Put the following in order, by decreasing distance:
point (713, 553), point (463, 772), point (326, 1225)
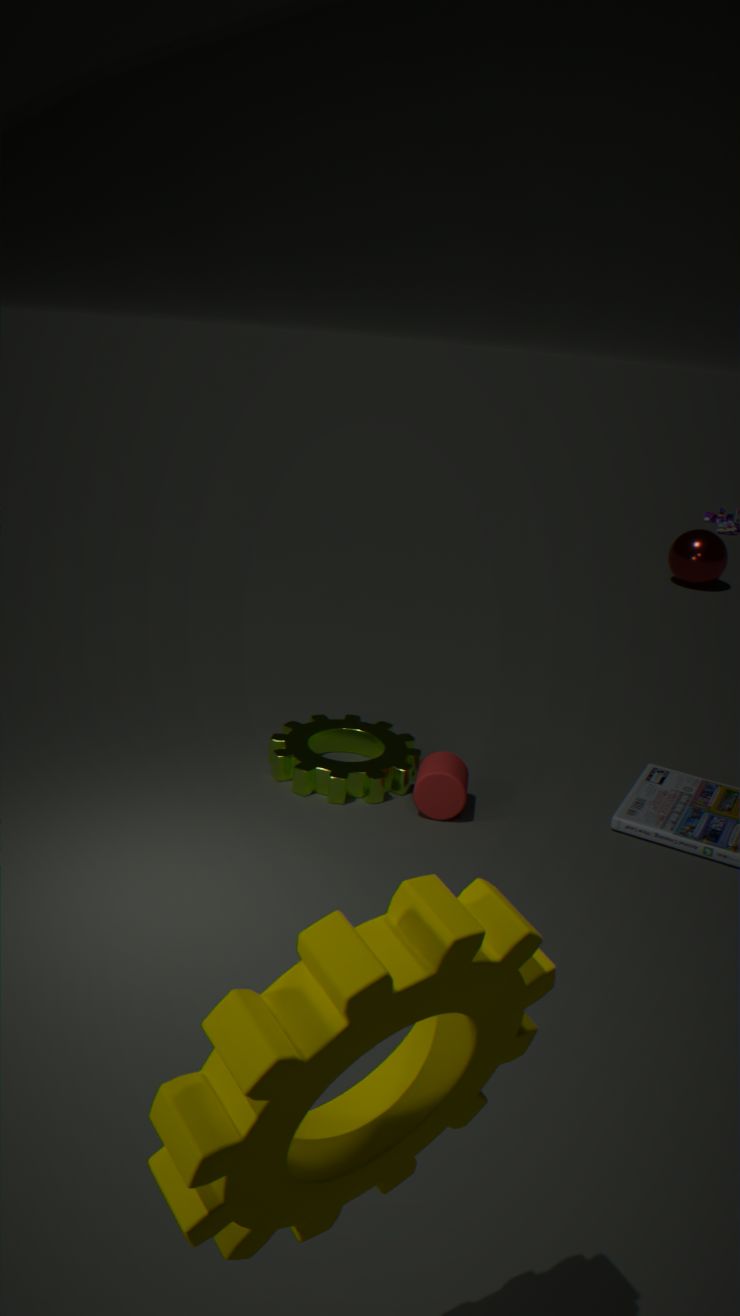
point (713, 553) < point (463, 772) < point (326, 1225)
